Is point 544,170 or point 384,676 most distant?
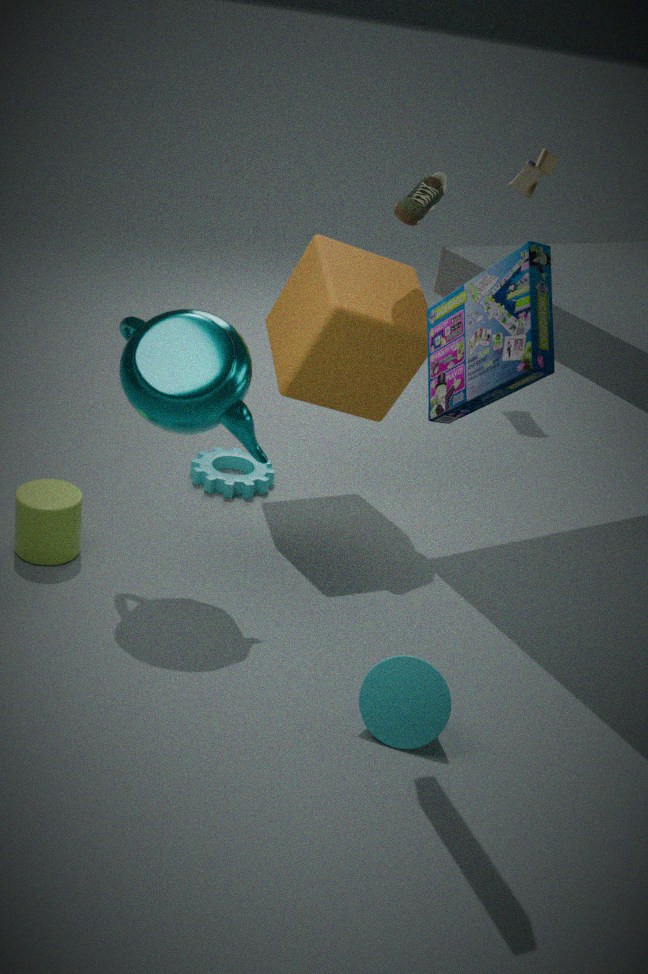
point 544,170
